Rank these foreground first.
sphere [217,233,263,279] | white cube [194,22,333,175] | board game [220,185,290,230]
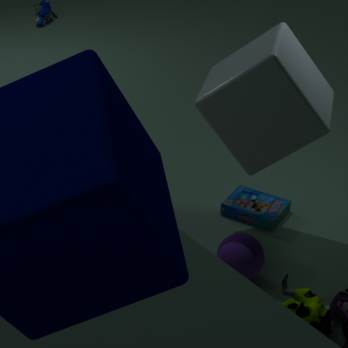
1. white cube [194,22,333,175]
2. sphere [217,233,263,279]
3. board game [220,185,290,230]
